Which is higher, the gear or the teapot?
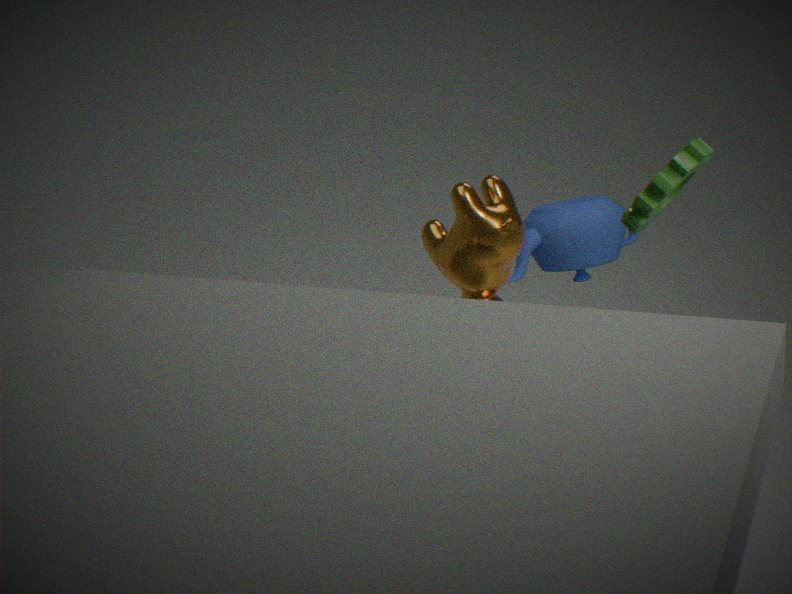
the gear
